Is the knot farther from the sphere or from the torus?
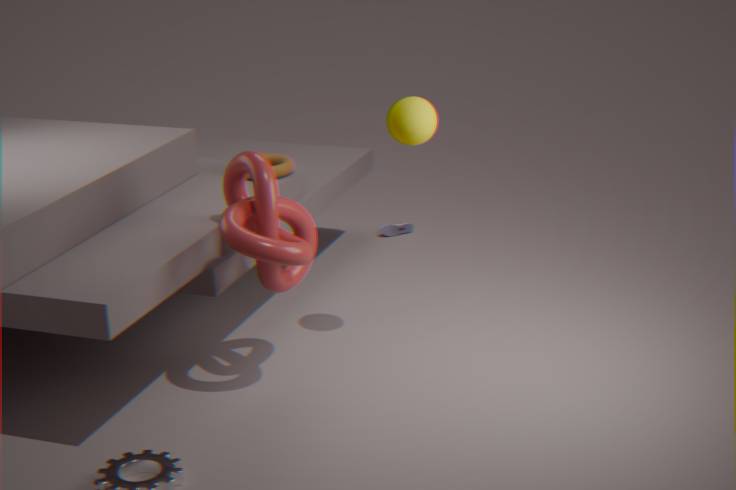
the torus
